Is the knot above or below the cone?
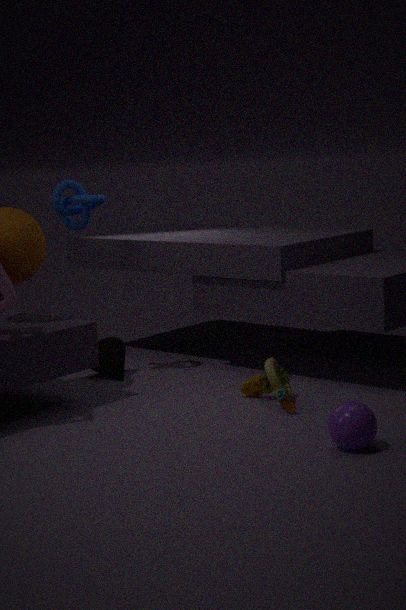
above
